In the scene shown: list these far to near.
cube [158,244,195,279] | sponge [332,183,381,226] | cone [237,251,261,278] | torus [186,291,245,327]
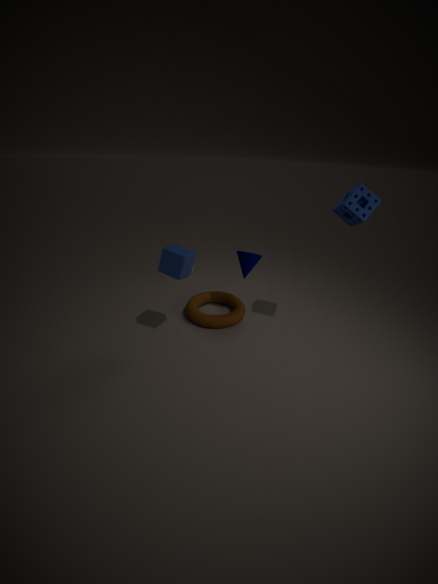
torus [186,291,245,327], cone [237,251,261,278], cube [158,244,195,279], sponge [332,183,381,226]
